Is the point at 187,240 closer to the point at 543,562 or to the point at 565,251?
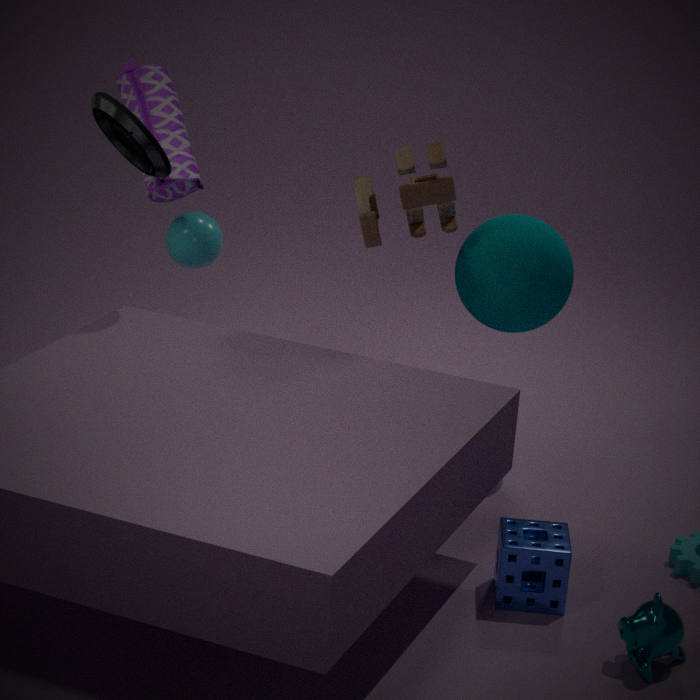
the point at 565,251
